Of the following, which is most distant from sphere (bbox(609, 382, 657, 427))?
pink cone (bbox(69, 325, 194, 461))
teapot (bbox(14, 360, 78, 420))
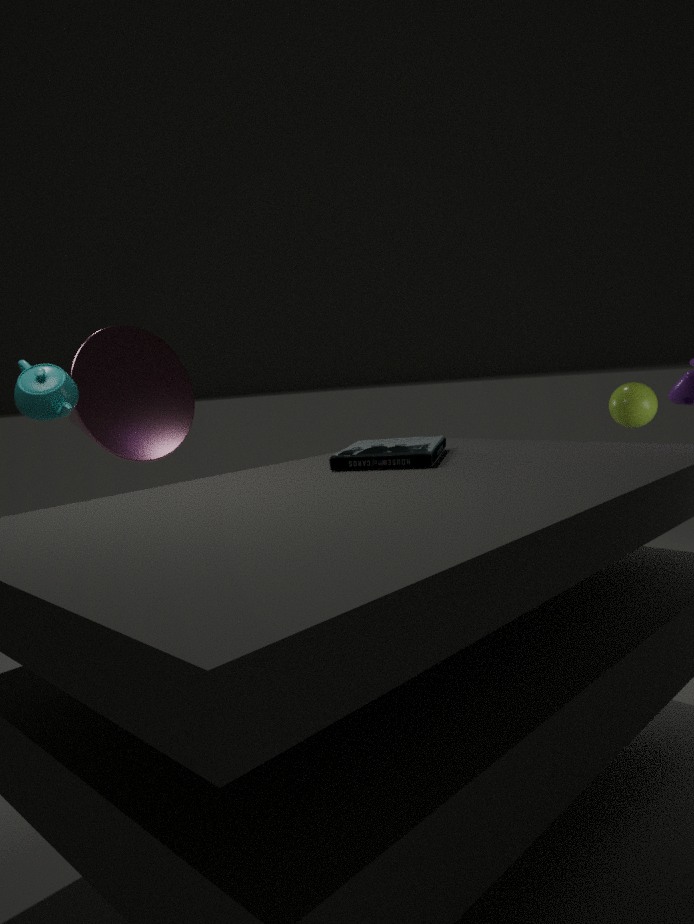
teapot (bbox(14, 360, 78, 420))
